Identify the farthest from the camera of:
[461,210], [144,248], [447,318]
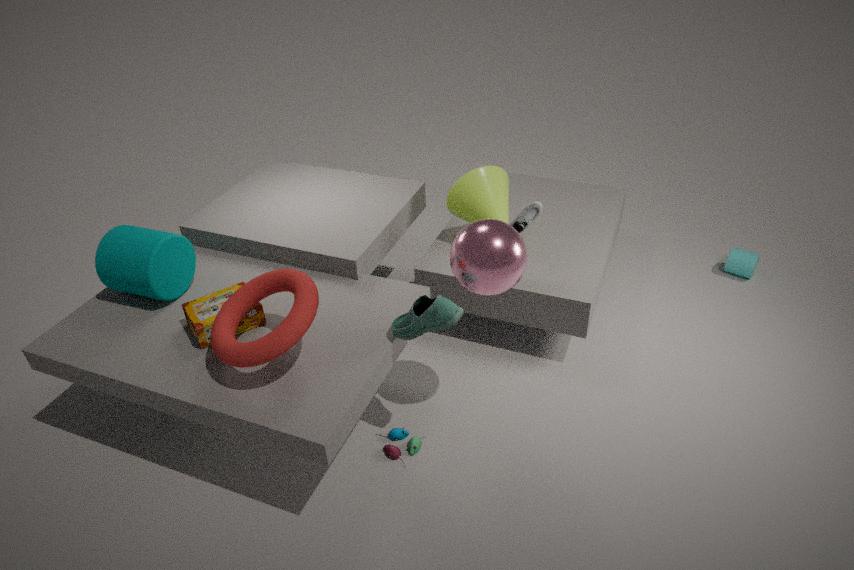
[461,210]
